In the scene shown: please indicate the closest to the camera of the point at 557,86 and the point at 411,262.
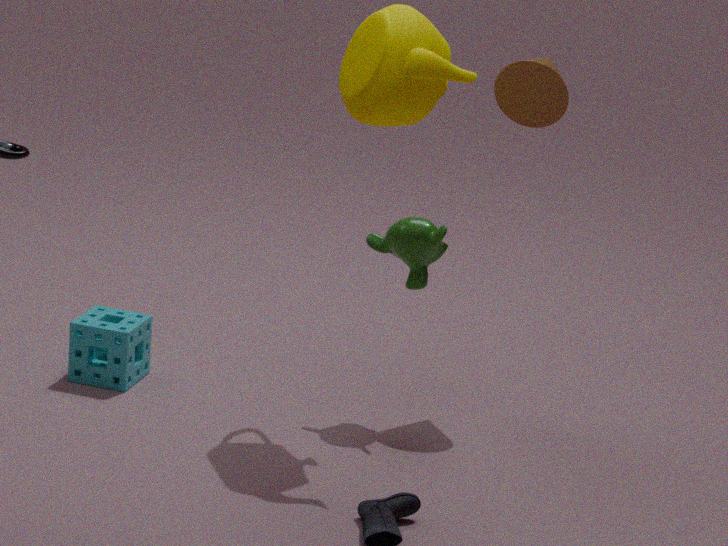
the point at 411,262
